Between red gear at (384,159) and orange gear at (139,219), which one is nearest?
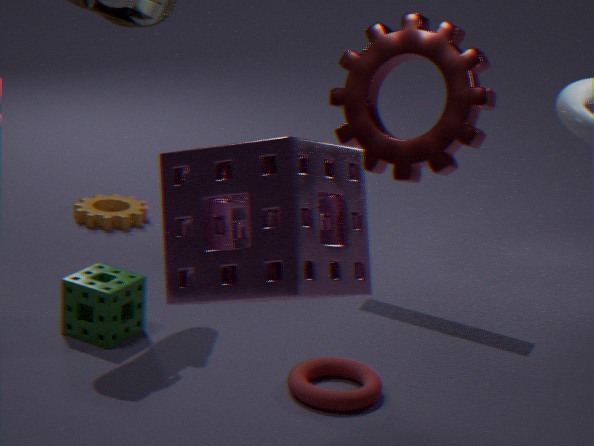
red gear at (384,159)
